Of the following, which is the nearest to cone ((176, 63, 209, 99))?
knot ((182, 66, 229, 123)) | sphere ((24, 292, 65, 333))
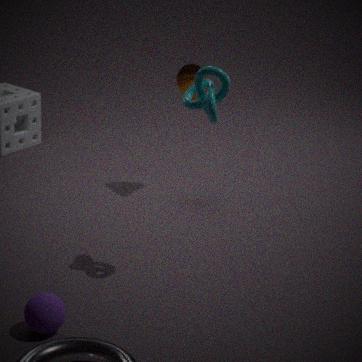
knot ((182, 66, 229, 123))
